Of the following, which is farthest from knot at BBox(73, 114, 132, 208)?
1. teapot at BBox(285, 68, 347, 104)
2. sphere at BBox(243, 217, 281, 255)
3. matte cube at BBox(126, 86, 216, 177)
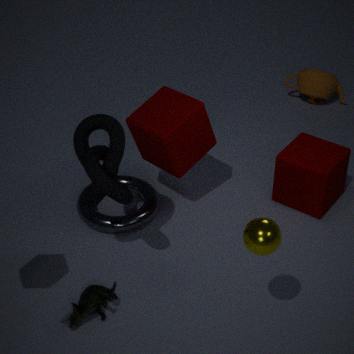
teapot at BBox(285, 68, 347, 104)
